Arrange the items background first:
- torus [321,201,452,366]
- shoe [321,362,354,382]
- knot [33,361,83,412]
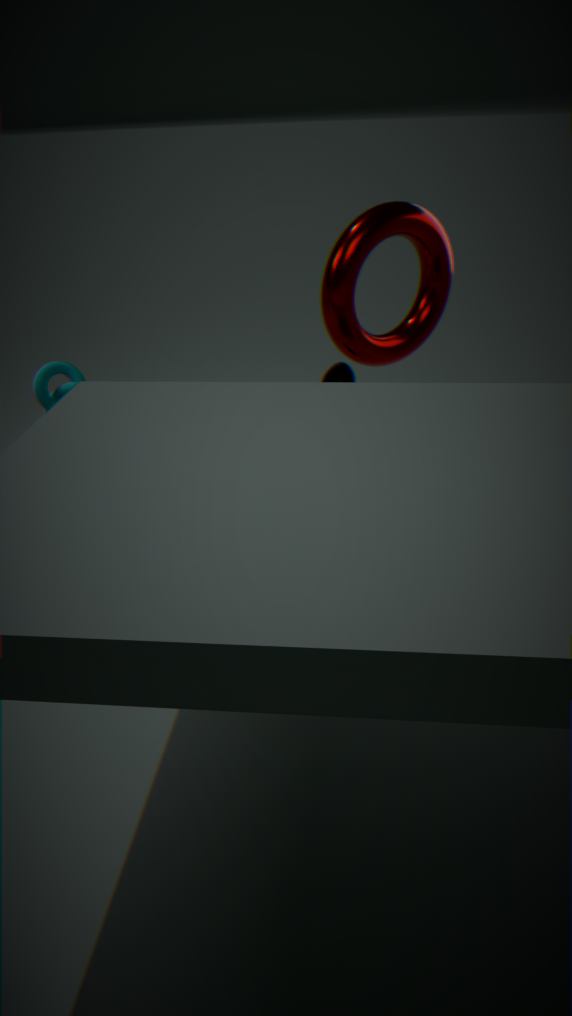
knot [33,361,83,412]
shoe [321,362,354,382]
torus [321,201,452,366]
